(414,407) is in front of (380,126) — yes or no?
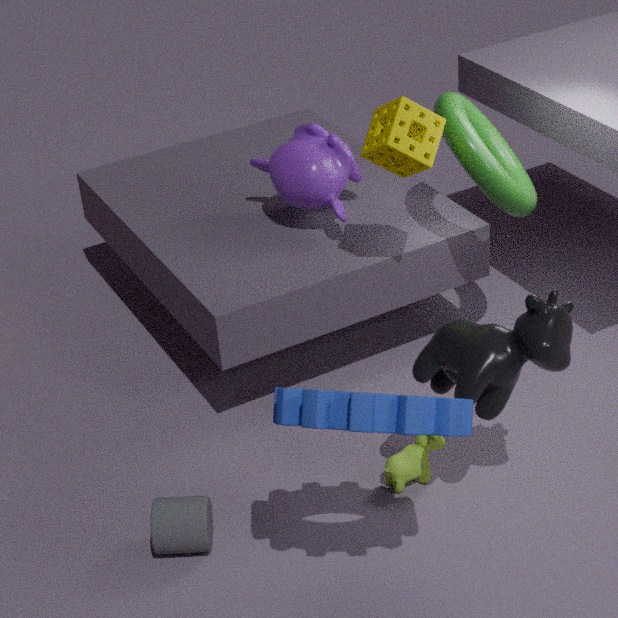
Yes
